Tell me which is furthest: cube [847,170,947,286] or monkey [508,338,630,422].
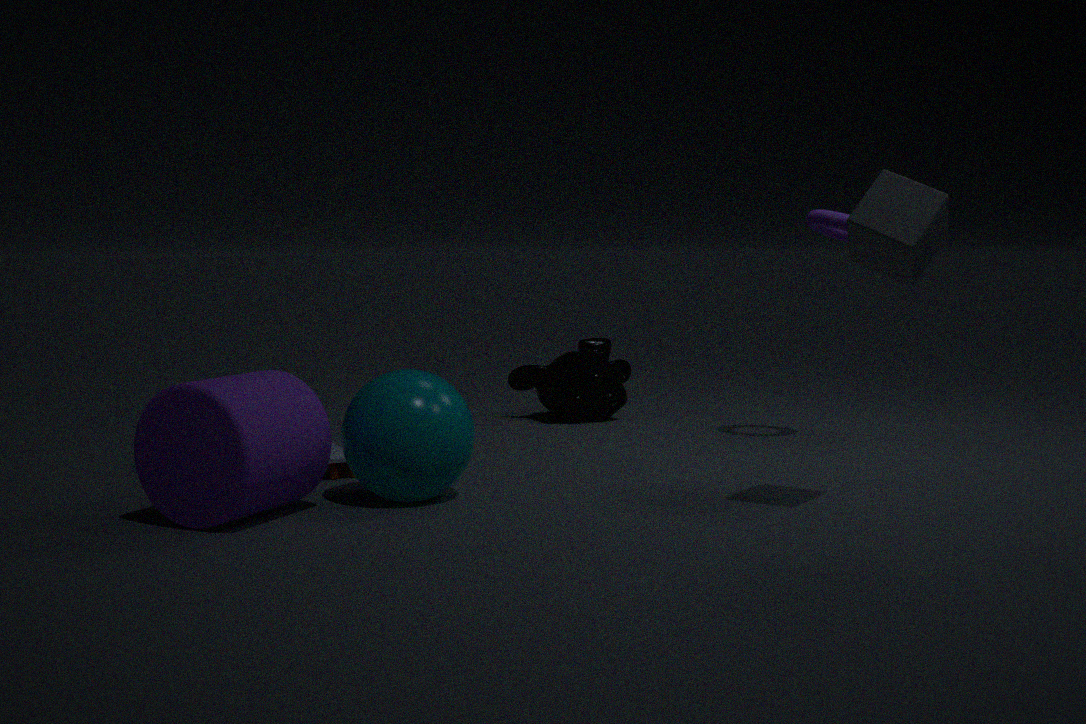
monkey [508,338,630,422]
